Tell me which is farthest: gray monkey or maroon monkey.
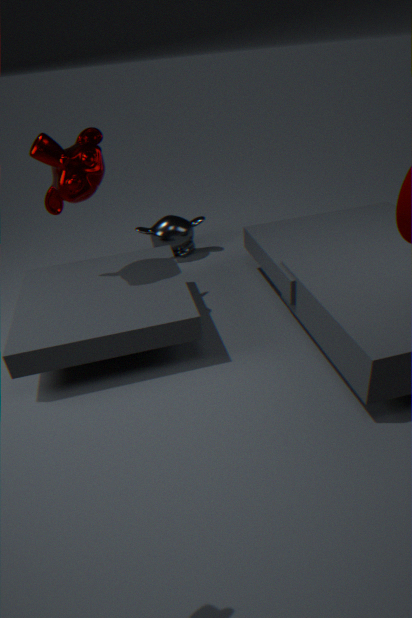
gray monkey
